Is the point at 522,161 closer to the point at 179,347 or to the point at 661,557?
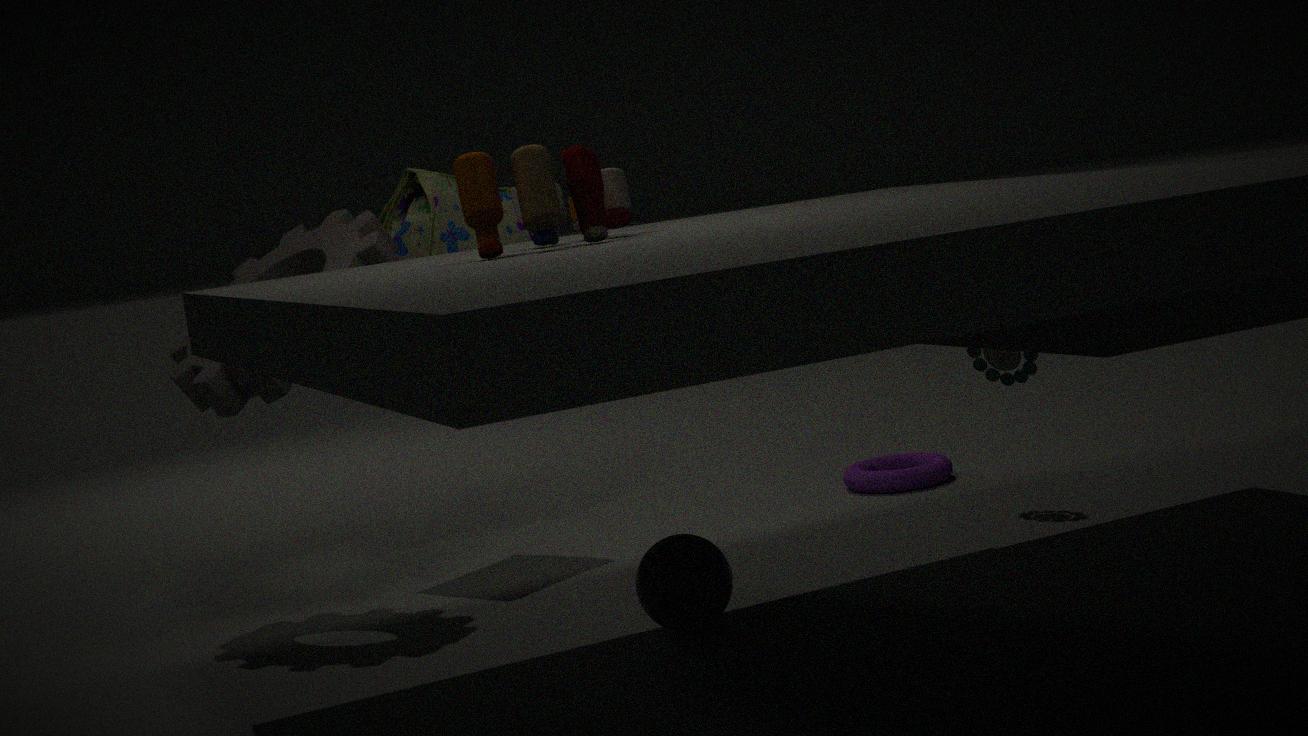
the point at 661,557
